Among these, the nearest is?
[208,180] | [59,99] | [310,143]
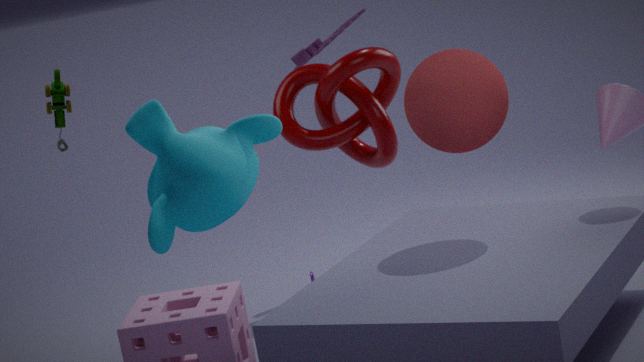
[208,180]
